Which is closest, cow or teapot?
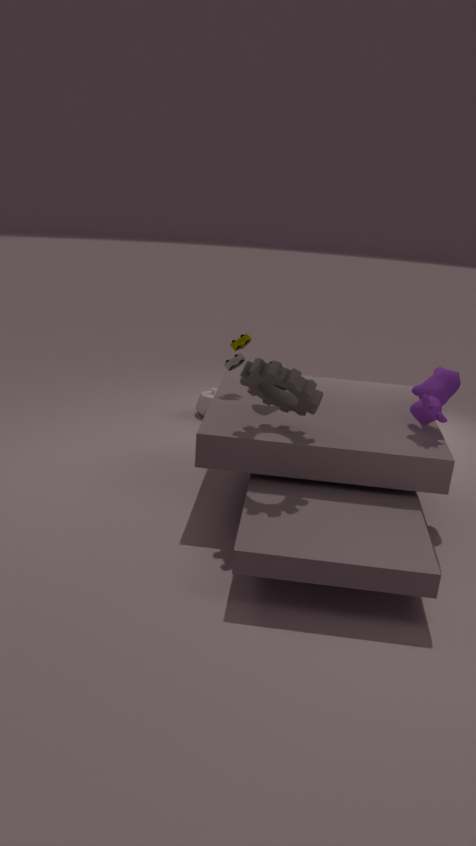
cow
